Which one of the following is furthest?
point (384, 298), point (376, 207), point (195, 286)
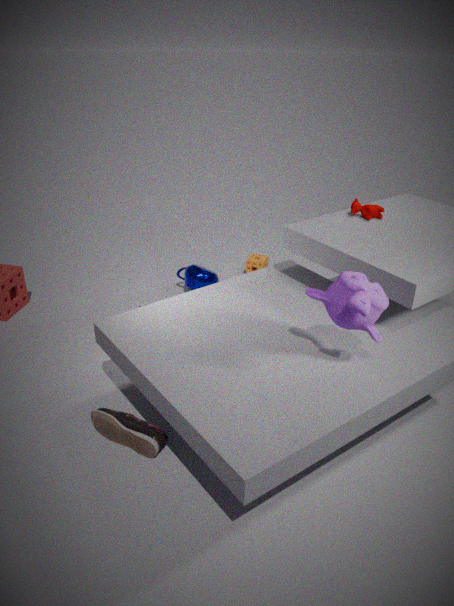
point (195, 286)
